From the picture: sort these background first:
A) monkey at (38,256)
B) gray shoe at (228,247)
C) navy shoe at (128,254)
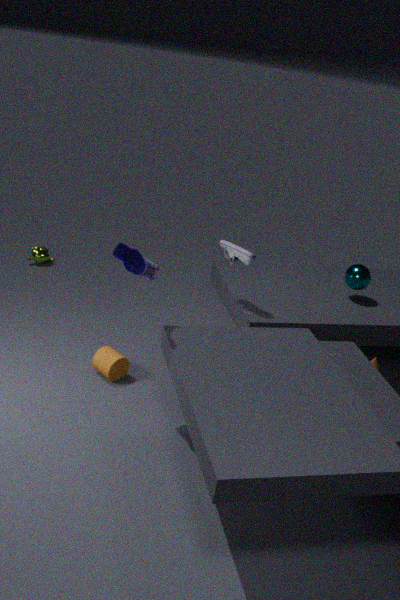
monkey at (38,256) → gray shoe at (228,247) → navy shoe at (128,254)
